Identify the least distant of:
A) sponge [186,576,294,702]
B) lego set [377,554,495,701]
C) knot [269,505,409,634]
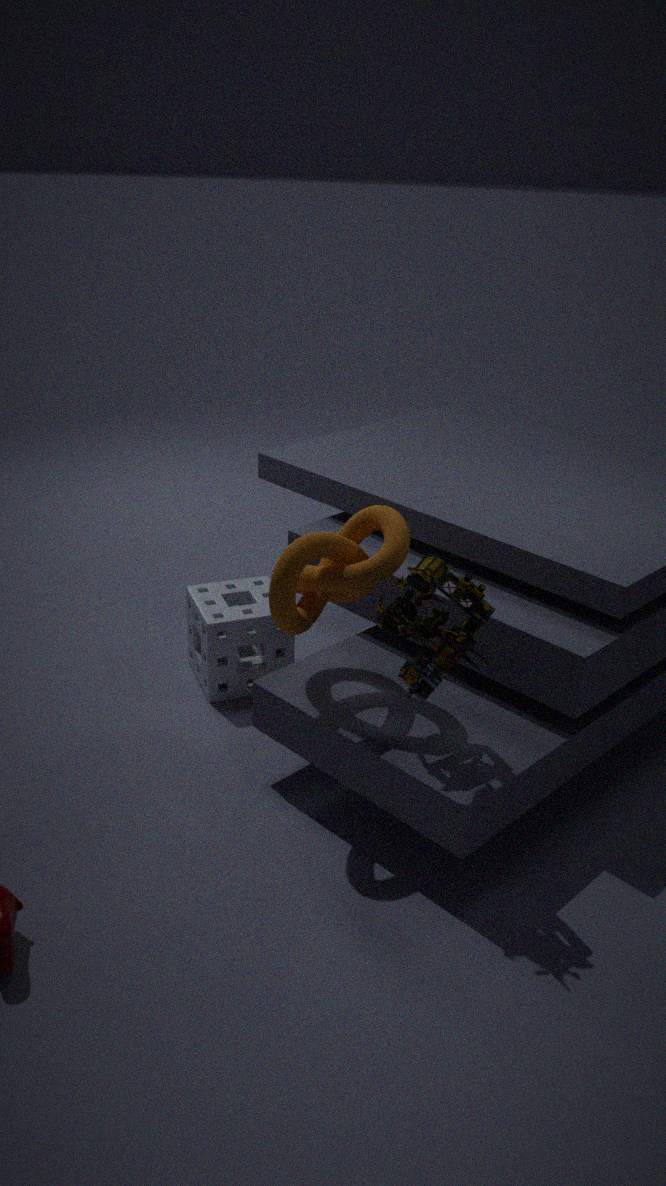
lego set [377,554,495,701]
